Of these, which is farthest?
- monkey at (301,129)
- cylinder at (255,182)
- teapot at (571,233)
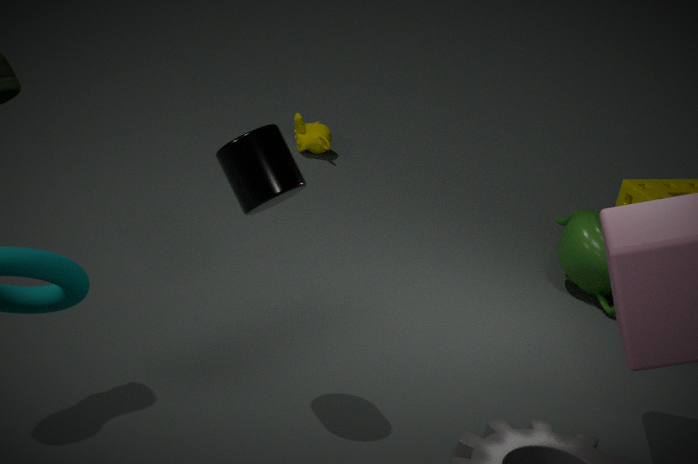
monkey at (301,129)
